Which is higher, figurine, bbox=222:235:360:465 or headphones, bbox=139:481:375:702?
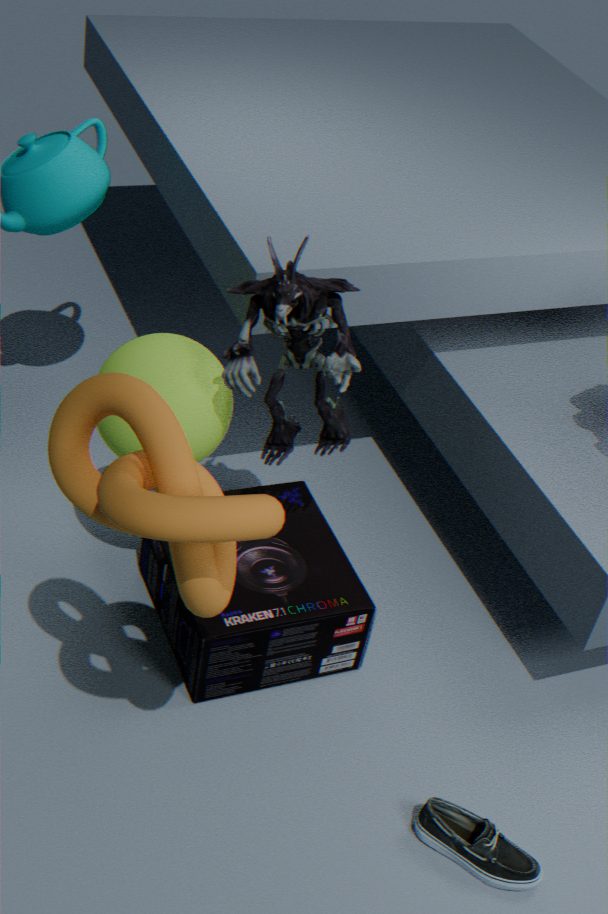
figurine, bbox=222:235:360:465
